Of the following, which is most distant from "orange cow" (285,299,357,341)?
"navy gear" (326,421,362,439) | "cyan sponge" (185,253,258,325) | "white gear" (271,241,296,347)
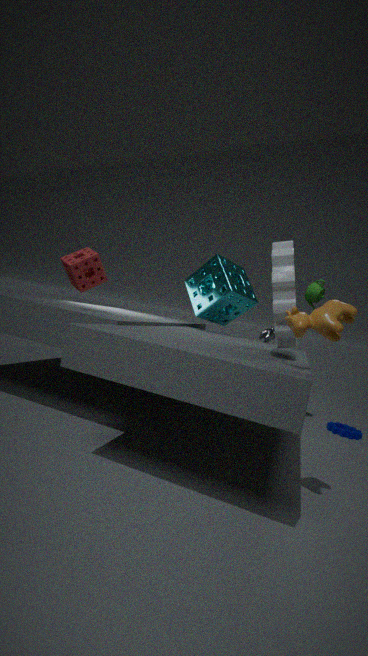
"navy gear" (326,421,362,439)
